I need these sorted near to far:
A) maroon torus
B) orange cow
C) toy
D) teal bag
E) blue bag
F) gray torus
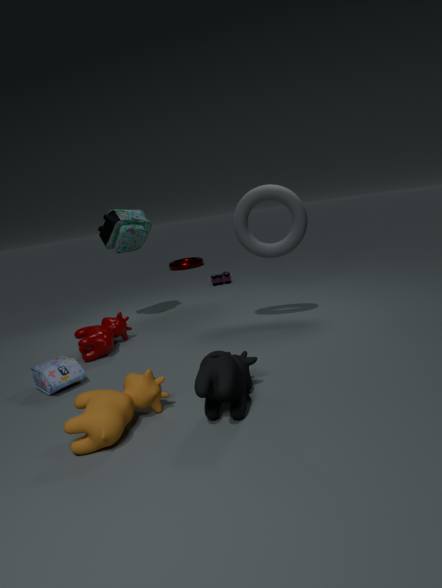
orange cow < blue bag < gray torus < teal bag < toy < maroon torus
